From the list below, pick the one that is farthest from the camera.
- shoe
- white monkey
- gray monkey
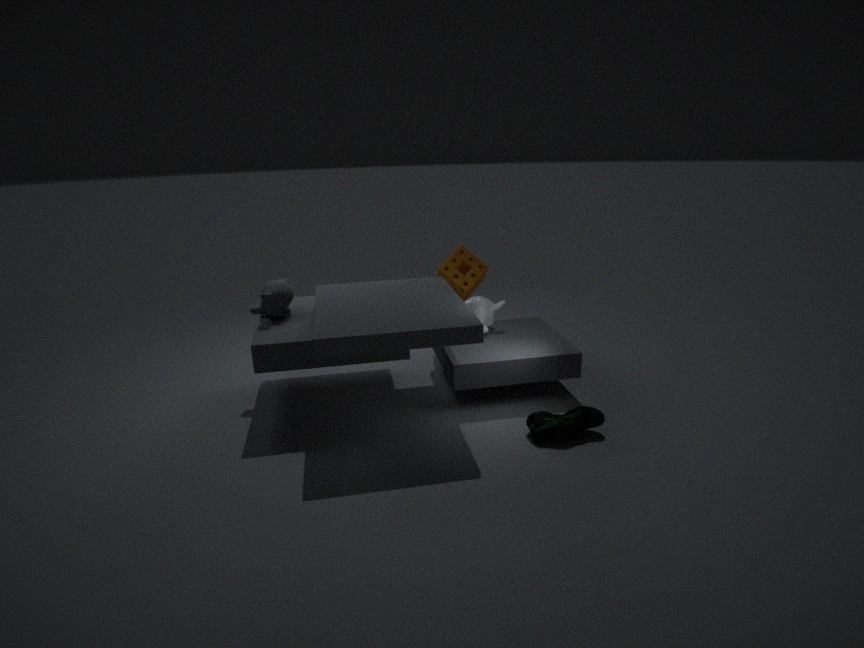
white monkey
